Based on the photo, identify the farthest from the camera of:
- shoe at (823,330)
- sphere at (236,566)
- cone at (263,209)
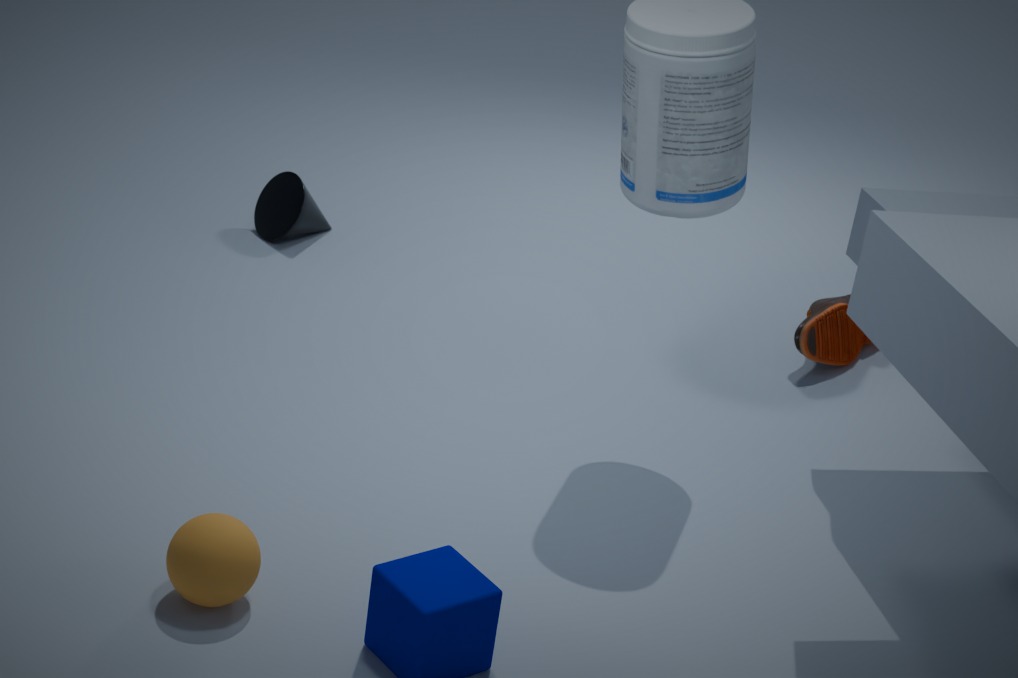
cone at (263,209)
